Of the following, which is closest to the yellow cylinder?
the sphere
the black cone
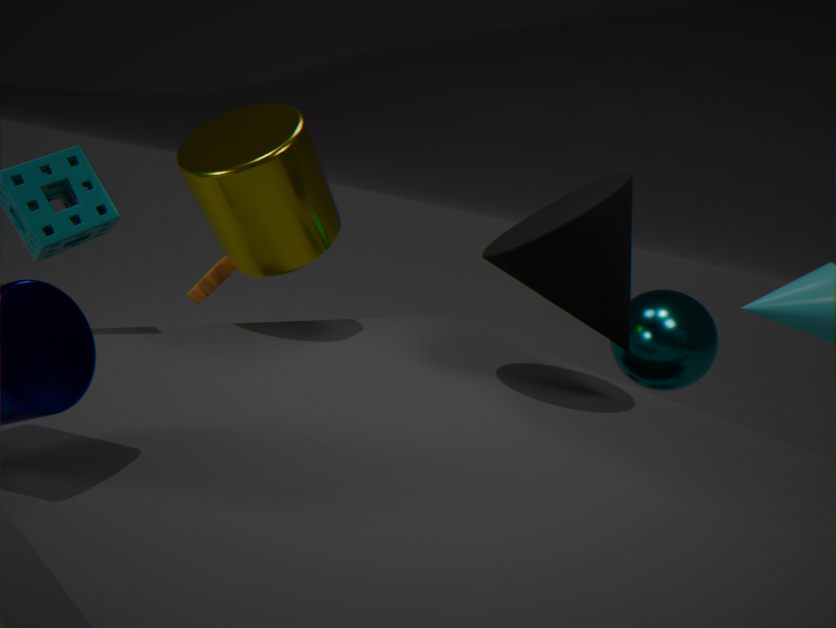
the black cone
